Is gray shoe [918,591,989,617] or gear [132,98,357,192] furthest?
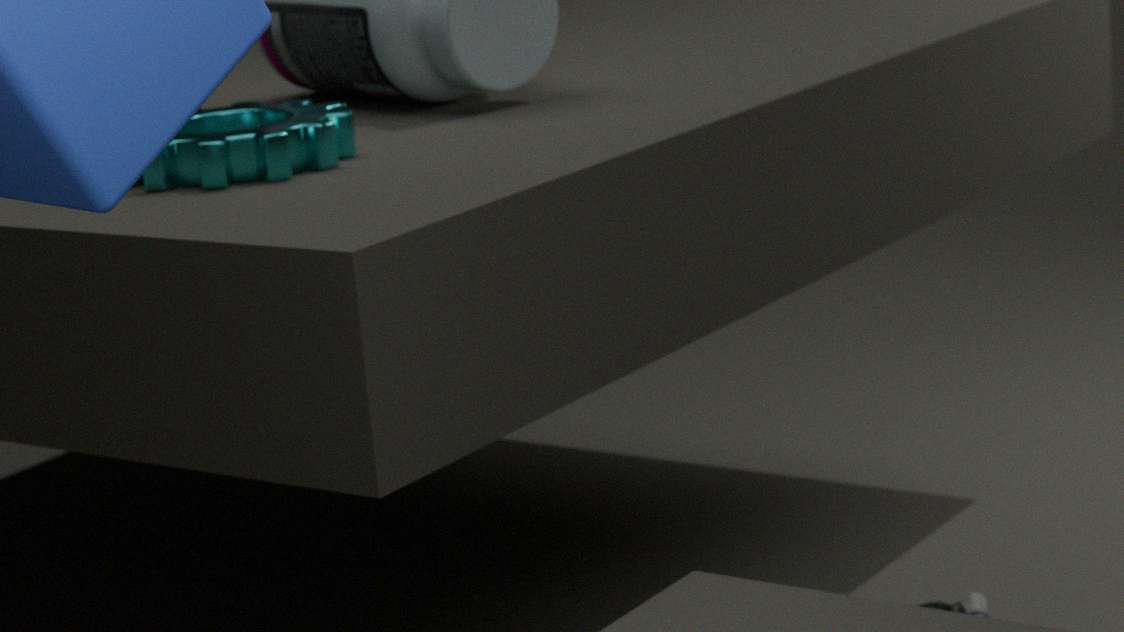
gray shoe [918,591,989,617]
